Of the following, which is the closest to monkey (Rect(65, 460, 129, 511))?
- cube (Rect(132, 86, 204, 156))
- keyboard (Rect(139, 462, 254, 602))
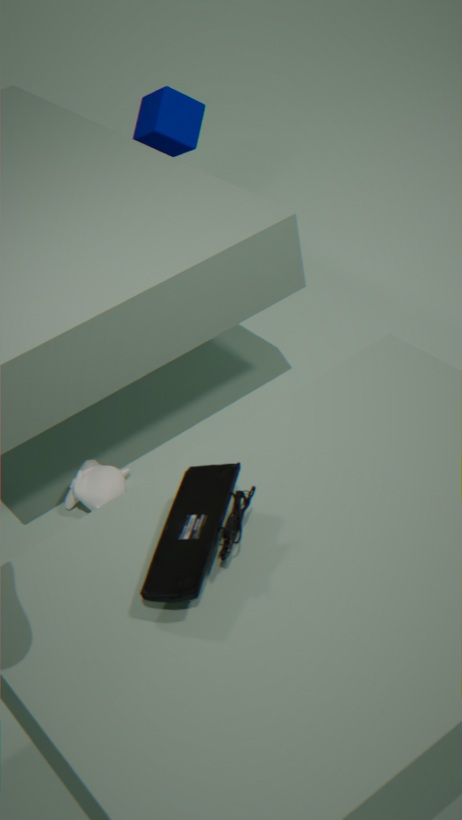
keyboard (Rect(139, 462, 254, 602))
